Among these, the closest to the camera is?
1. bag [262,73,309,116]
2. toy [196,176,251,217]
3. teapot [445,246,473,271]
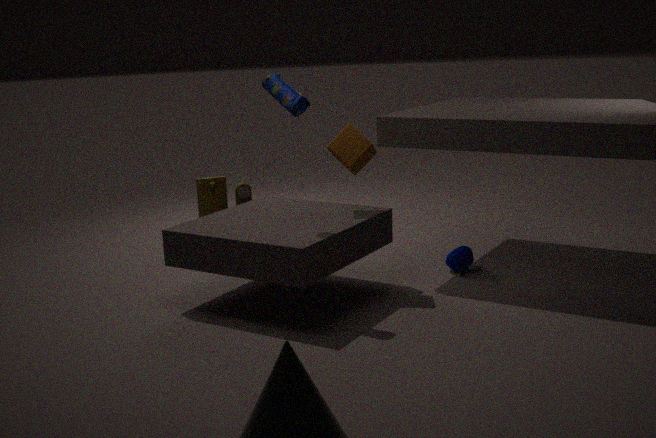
bag [262,73,309,116]
